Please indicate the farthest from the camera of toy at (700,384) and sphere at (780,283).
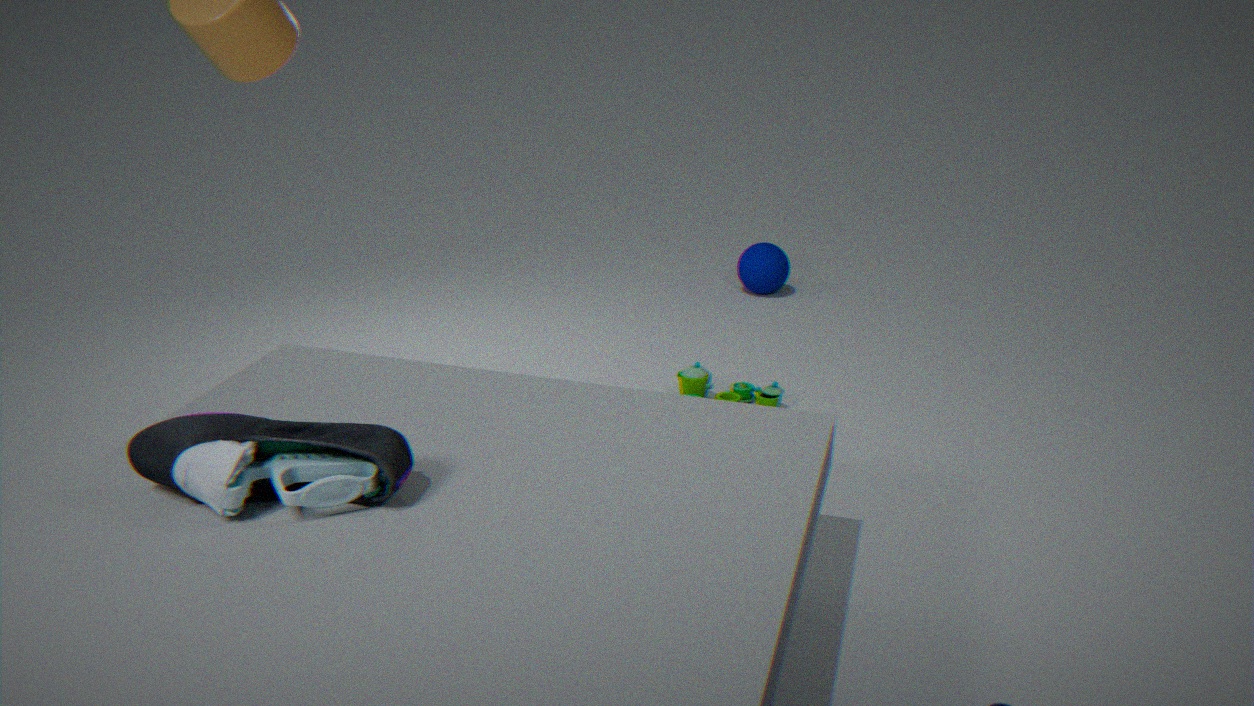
sphere at (780,283)
